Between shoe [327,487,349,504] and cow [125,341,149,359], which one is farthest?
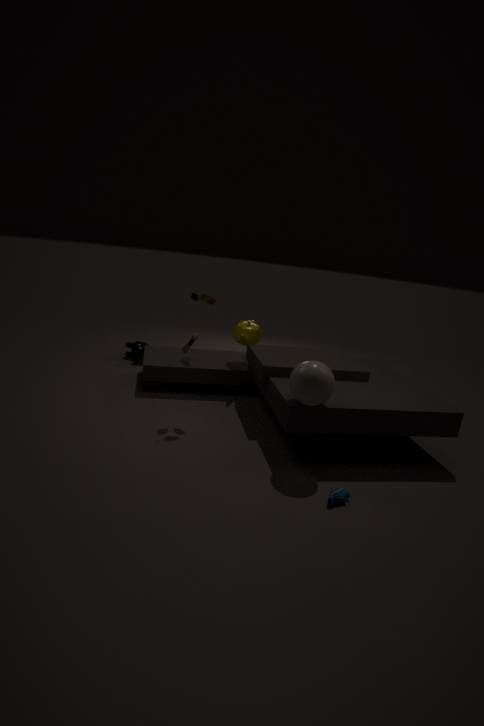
cow [125,341,149,359]
